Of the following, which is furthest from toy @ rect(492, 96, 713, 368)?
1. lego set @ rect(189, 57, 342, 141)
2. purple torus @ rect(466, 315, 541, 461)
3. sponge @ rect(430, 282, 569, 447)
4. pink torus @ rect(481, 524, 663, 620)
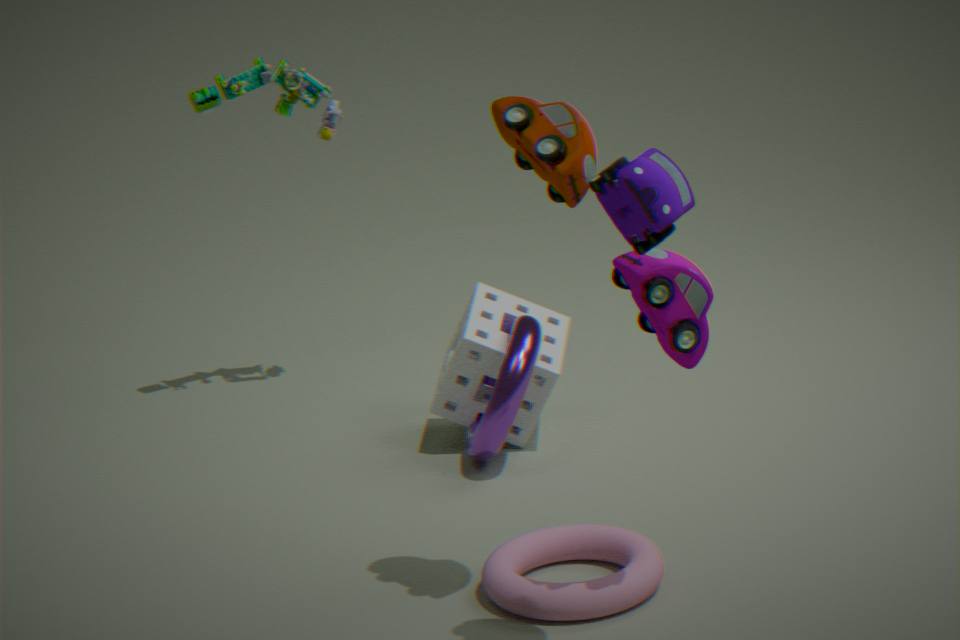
lego set @ rect(189, 57, 342, 141)
